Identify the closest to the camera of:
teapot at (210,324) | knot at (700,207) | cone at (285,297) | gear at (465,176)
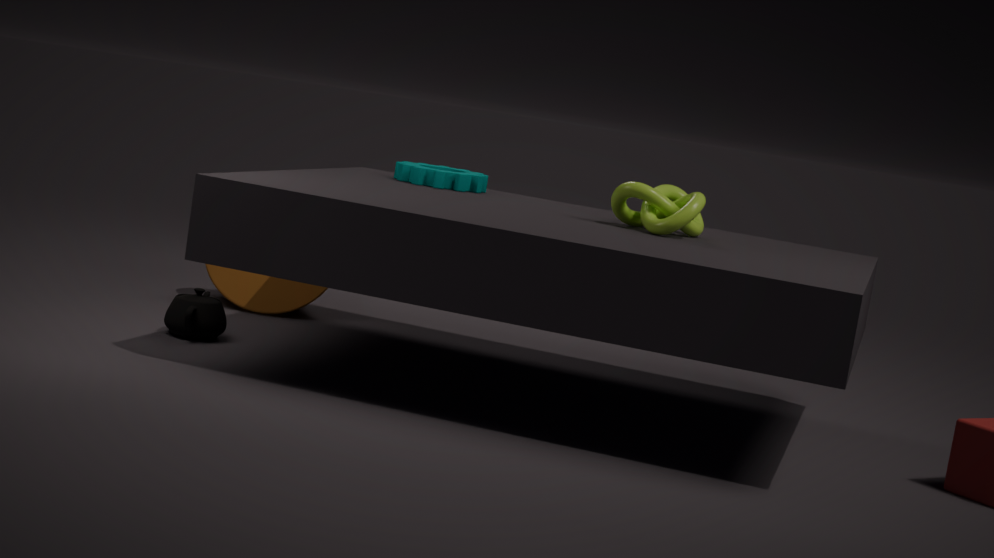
knot at (700,207)
